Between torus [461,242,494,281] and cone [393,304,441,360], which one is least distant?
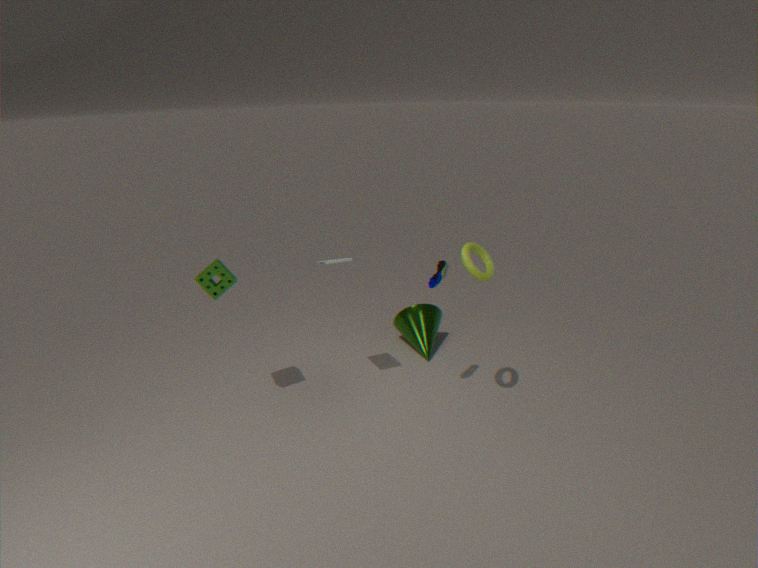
torus [461,242,494,281]
